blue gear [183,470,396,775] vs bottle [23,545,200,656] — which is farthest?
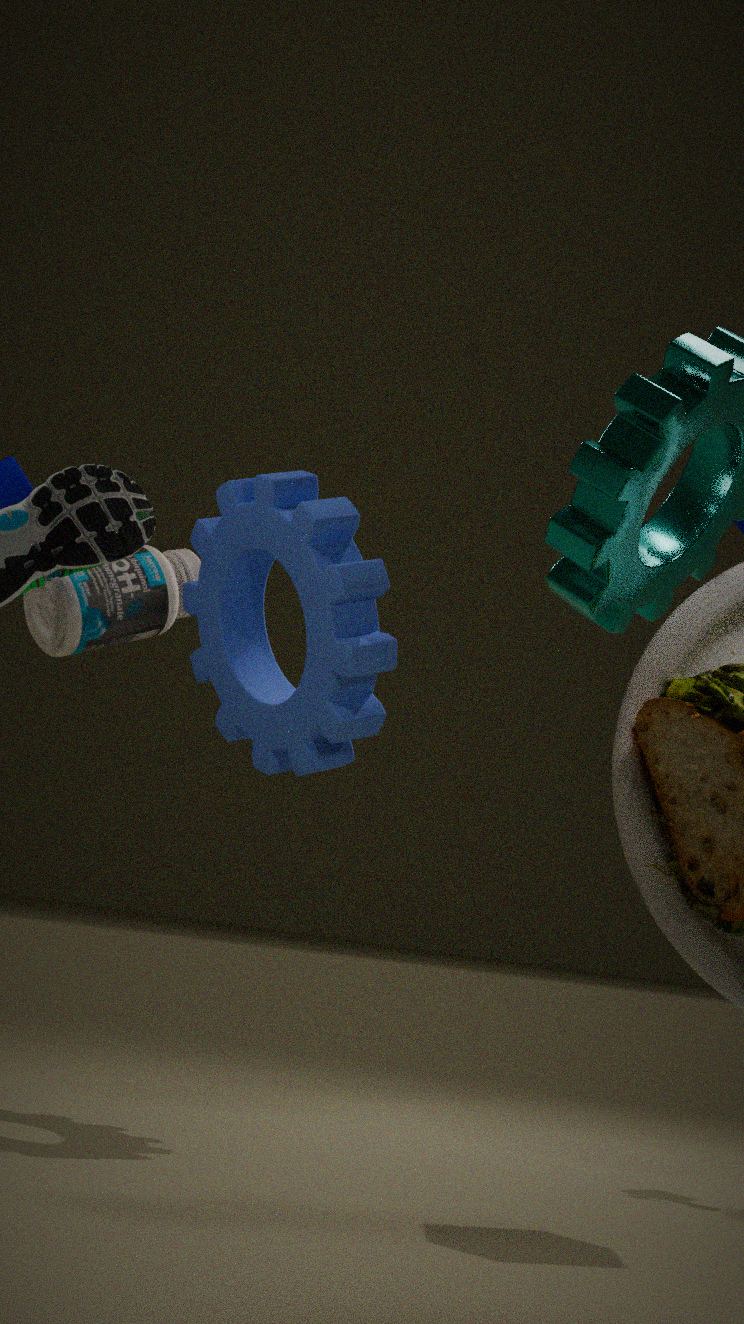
bottle [23,545,200,656]
